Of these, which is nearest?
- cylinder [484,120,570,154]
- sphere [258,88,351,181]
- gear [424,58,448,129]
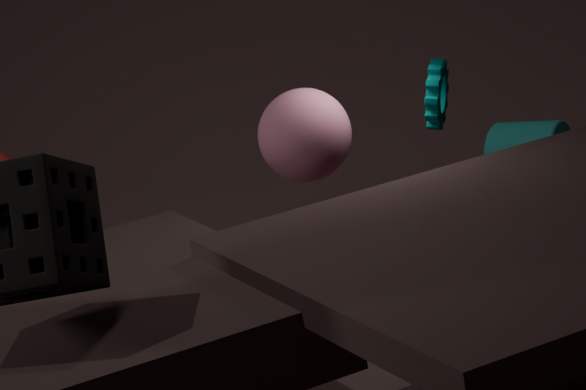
sphere [258,88,351,181]
